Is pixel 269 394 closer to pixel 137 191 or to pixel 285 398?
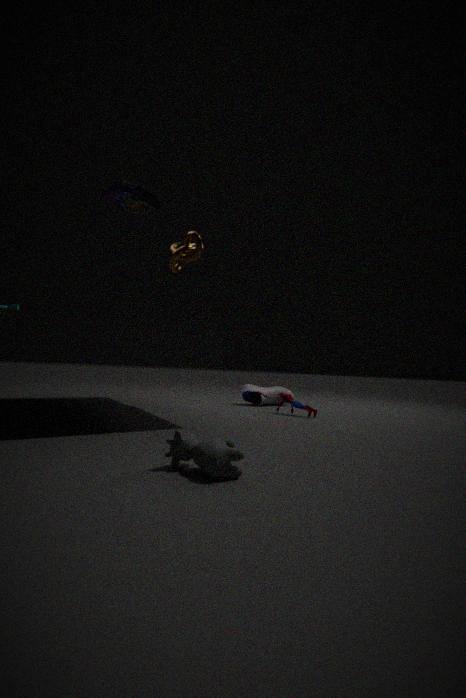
pixel 285 398
